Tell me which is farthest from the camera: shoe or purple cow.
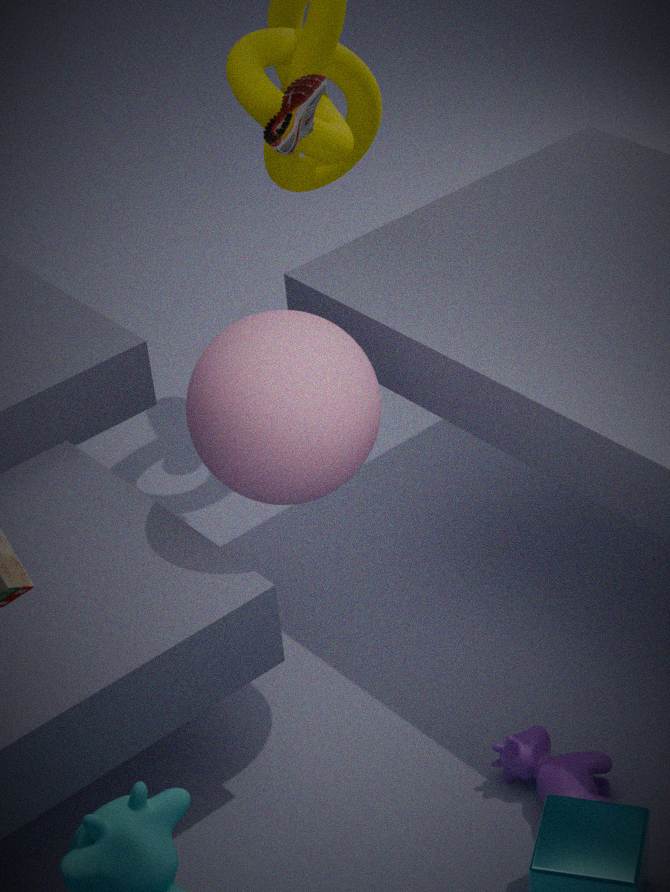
shoe
